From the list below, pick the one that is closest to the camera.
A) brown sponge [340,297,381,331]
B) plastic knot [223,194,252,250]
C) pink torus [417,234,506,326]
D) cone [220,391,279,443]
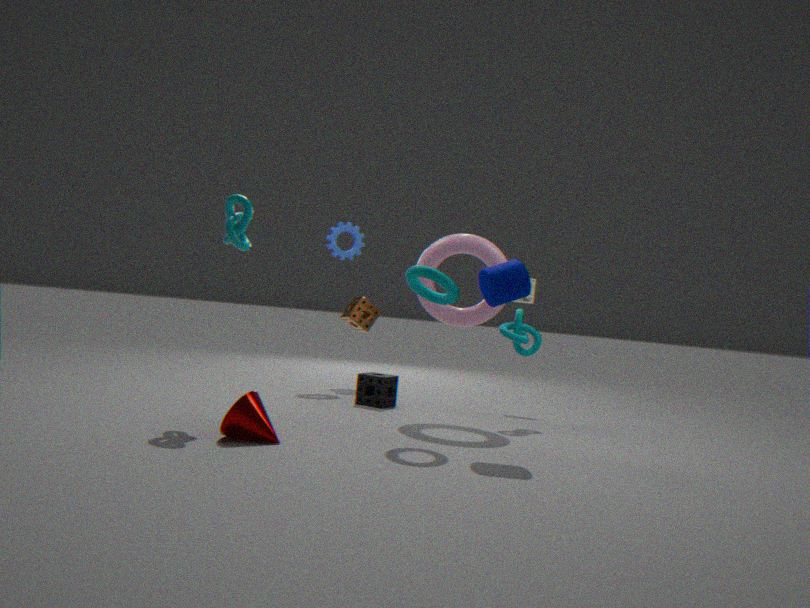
cone [220,391,279,443]
